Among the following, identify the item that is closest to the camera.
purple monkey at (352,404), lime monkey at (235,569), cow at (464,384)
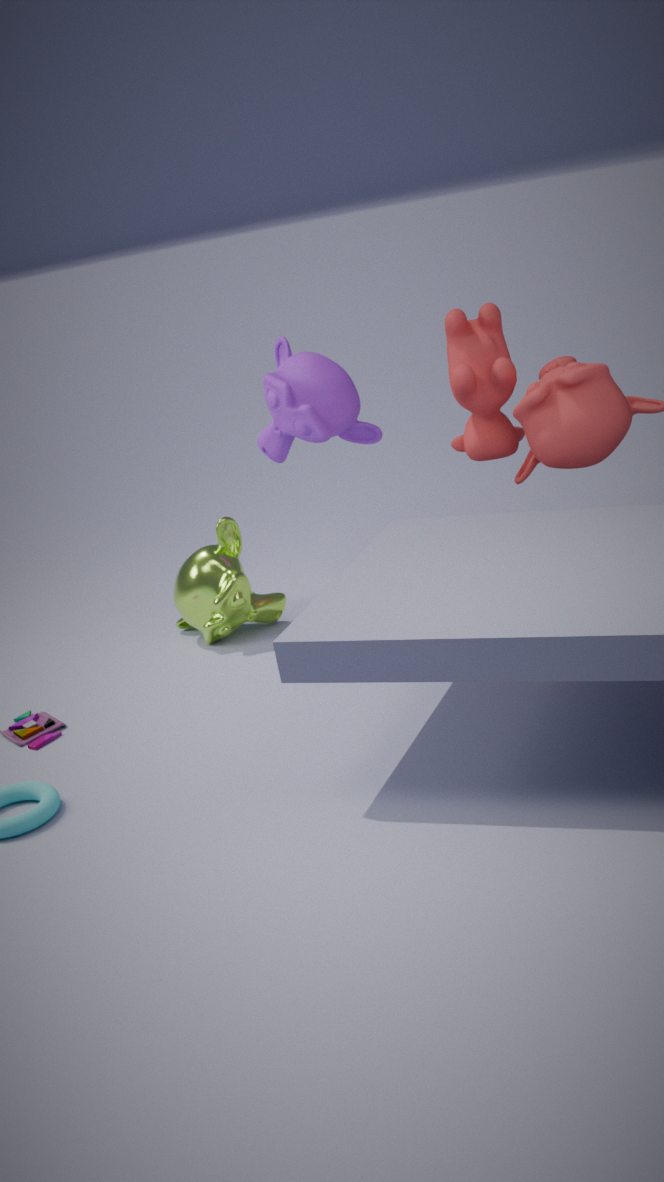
cow at (464,384)
